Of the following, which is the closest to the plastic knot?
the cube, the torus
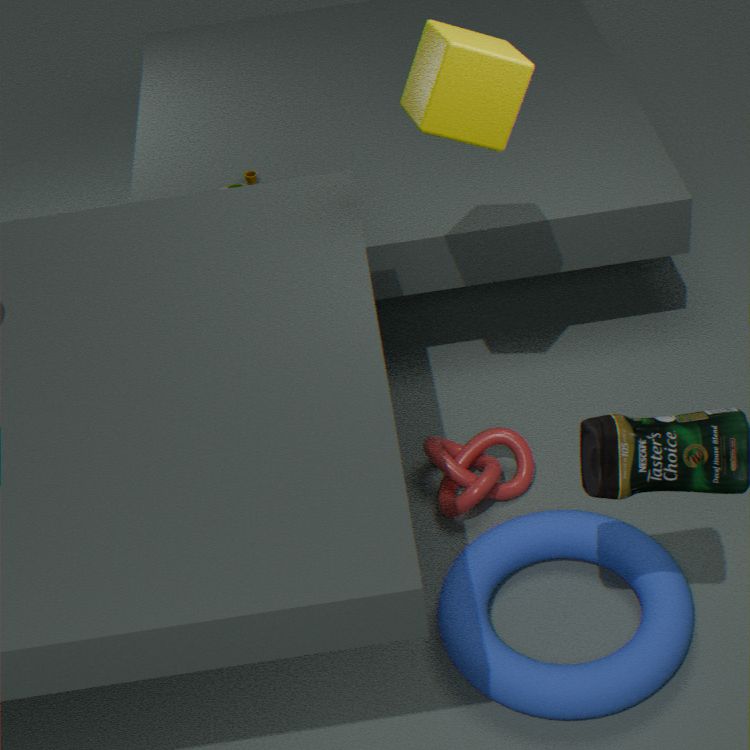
the torus
